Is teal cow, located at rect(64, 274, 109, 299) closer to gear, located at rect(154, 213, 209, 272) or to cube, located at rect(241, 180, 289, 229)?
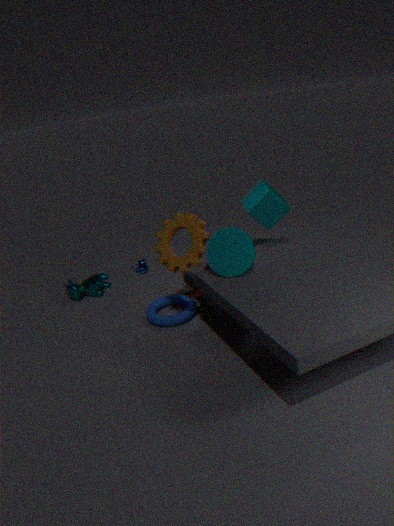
gear, located at rect(154, 213, 209, 272)
